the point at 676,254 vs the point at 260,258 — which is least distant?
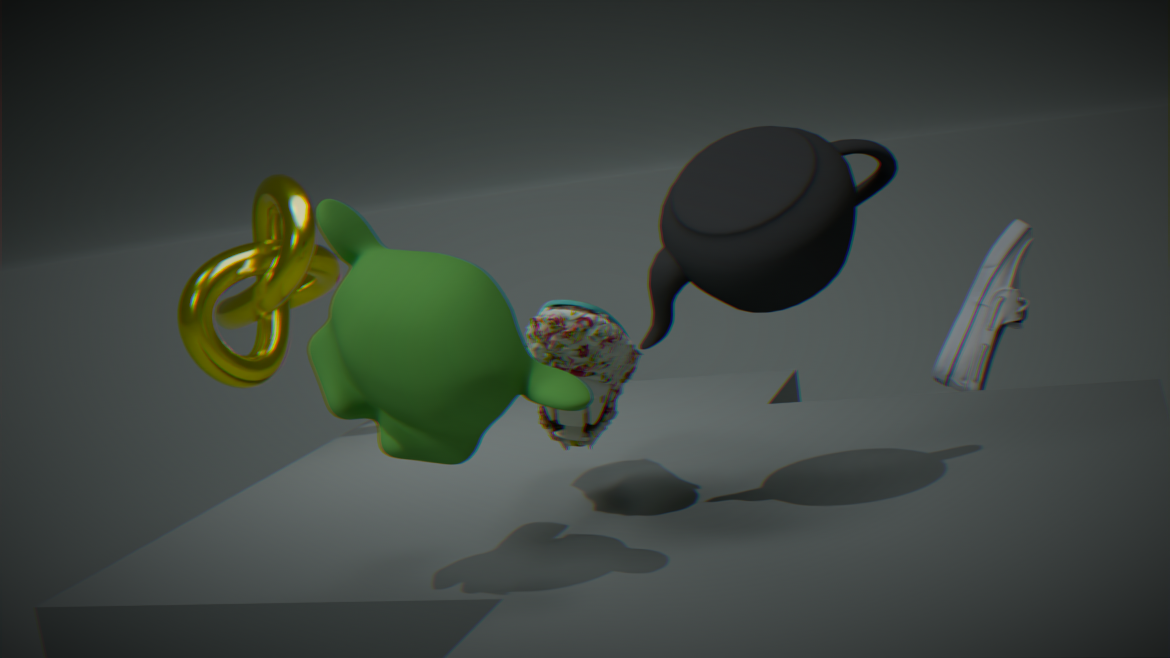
the point at 676,254
